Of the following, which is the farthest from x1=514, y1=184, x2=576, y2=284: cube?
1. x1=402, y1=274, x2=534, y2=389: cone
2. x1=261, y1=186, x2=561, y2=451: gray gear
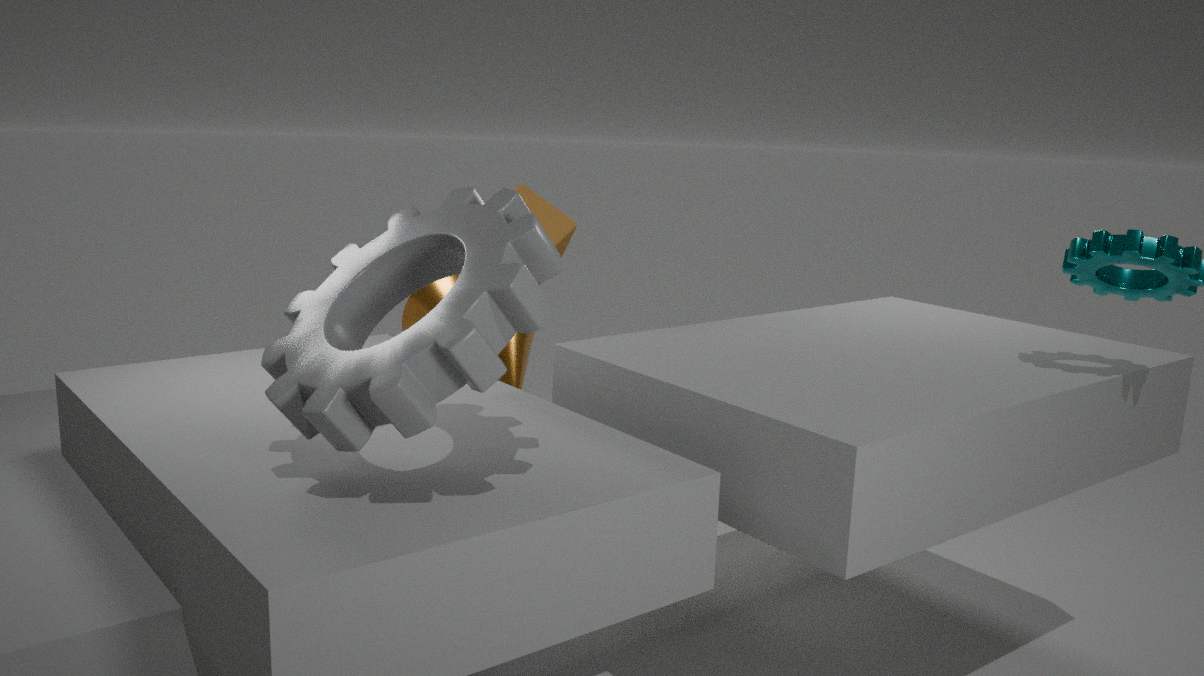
x1=261, y1=186, x2=561, y2=451: gray gear
